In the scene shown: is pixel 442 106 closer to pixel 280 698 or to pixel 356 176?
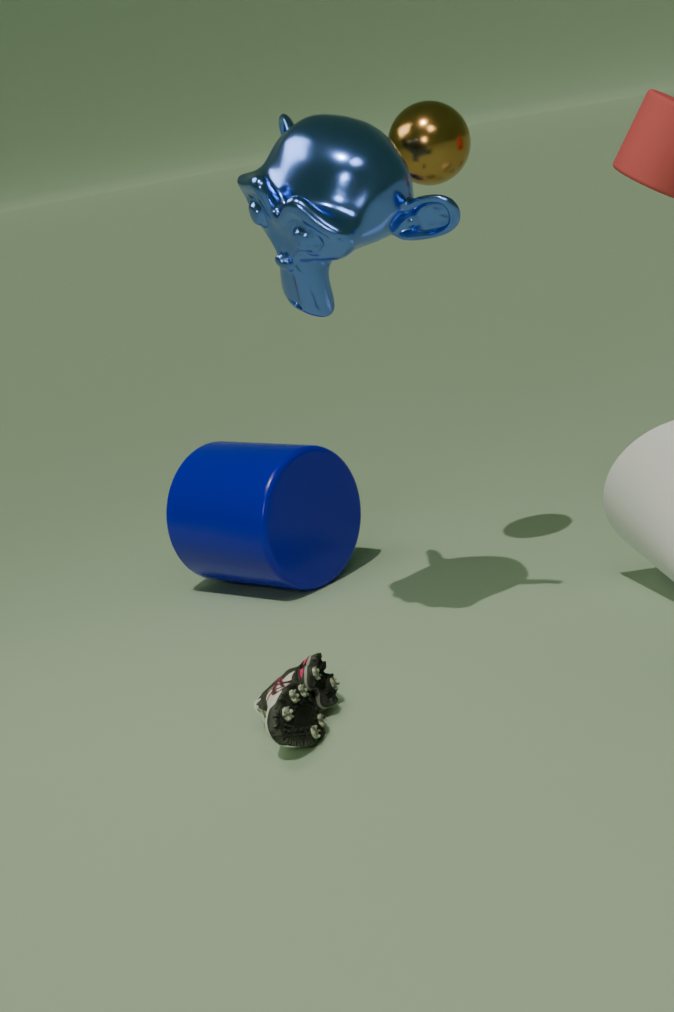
pixel 356 176
